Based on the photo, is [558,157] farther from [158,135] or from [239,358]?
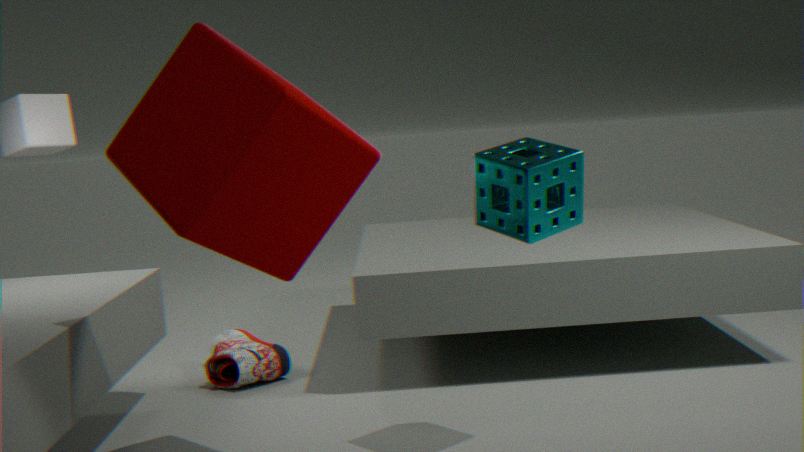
[239,358]
